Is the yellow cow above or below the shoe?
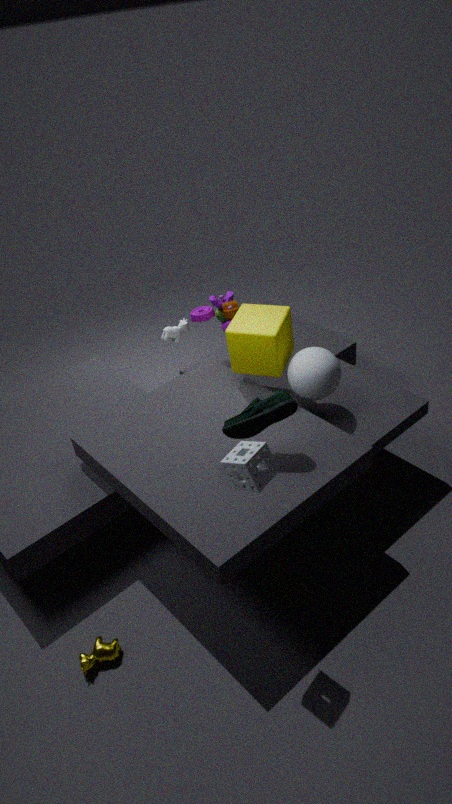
below
